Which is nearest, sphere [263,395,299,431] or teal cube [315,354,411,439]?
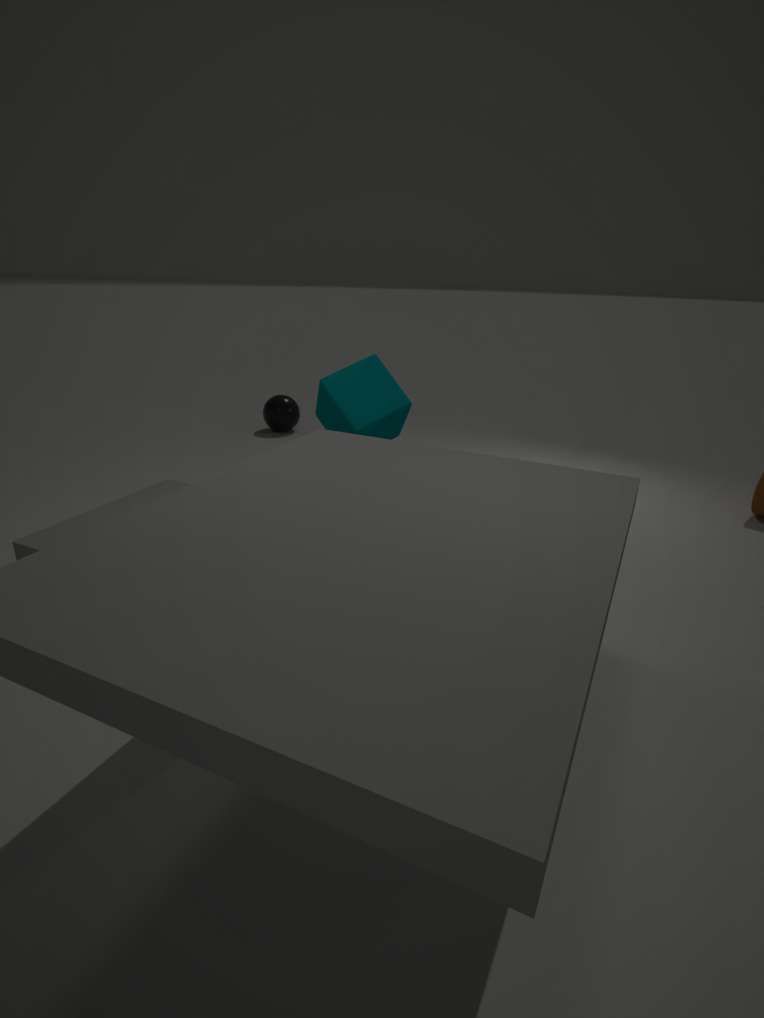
teal cube [315,354,411,439]
